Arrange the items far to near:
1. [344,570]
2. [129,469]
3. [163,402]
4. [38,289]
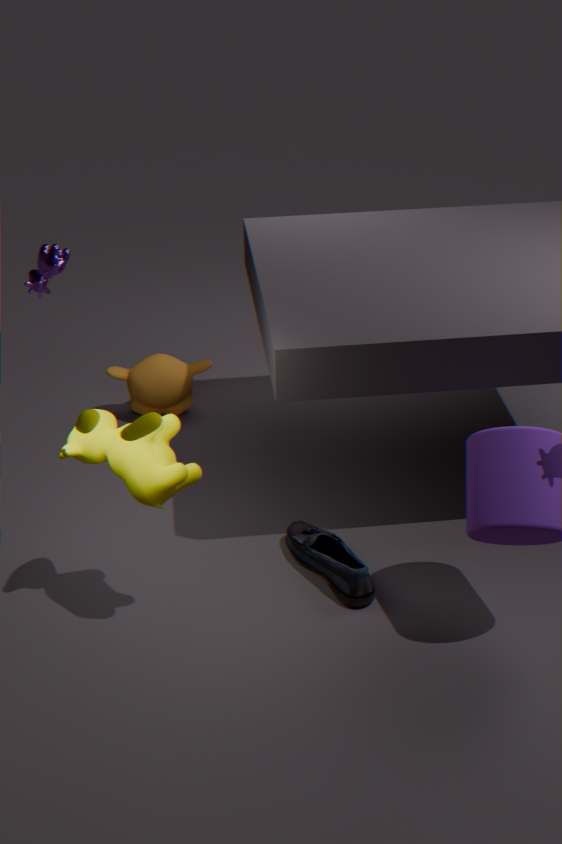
1. [163,402]
2. [38,289]
3. [344,570]
4. [129,469]
